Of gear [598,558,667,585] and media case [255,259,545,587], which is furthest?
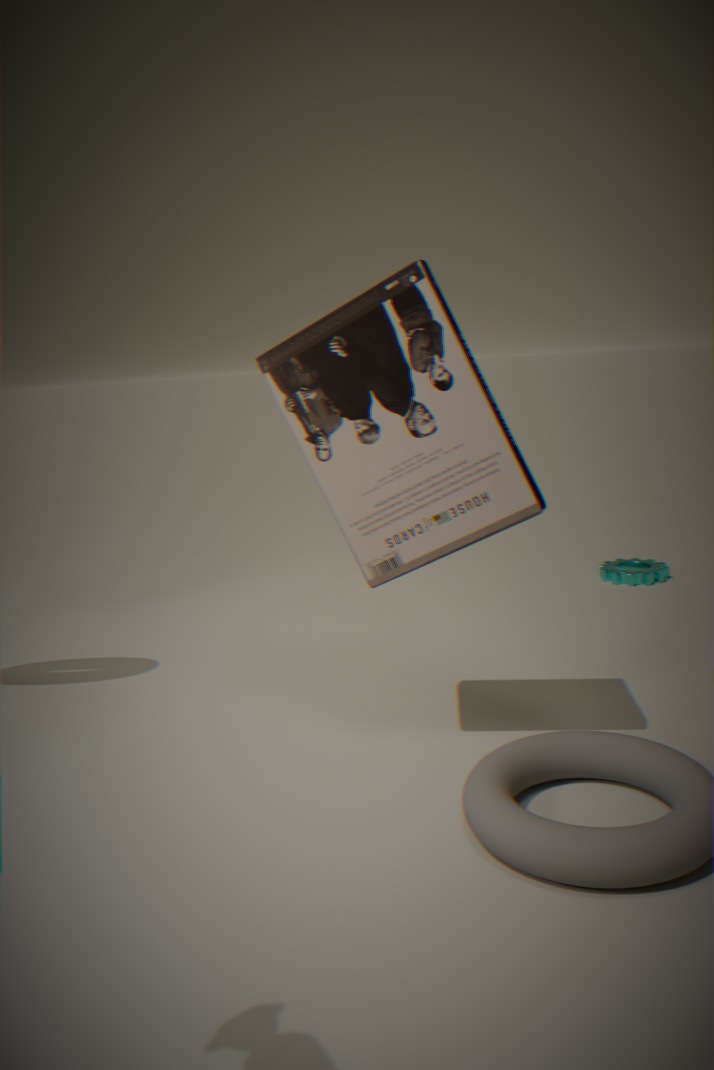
gear [598,558,667,585]
